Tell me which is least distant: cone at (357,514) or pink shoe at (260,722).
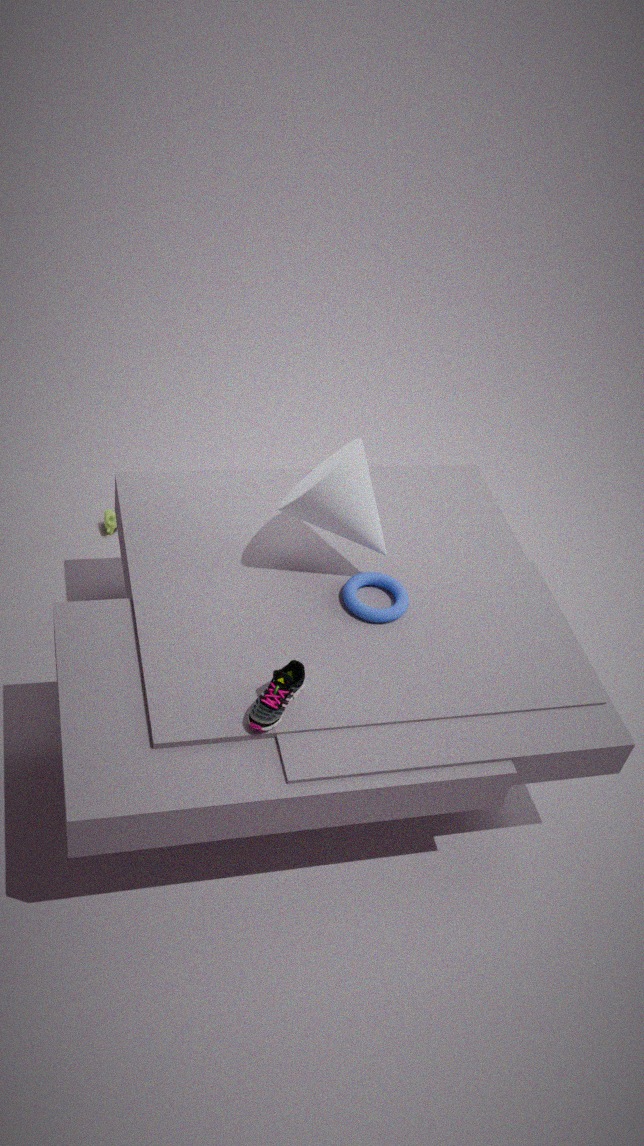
pink shoe at (260,722)
